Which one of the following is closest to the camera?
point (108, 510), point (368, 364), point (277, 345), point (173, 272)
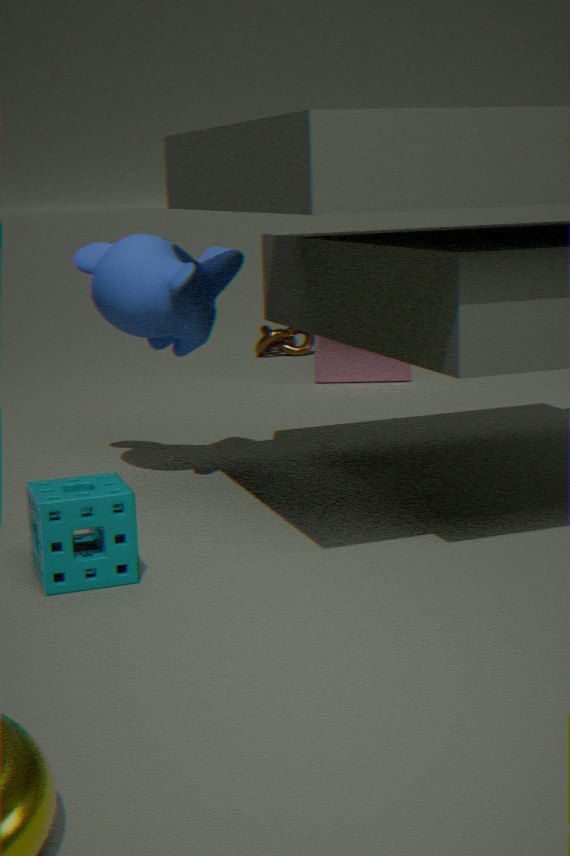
point (108, 510)
